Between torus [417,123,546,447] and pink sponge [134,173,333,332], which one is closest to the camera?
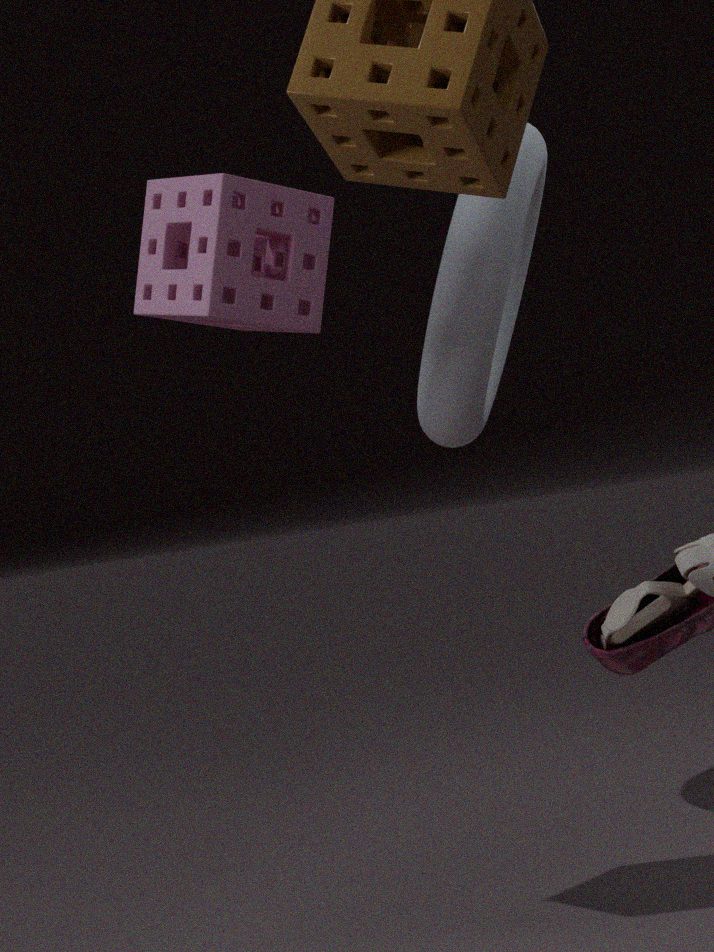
pink sponge [134,173,333,332]
